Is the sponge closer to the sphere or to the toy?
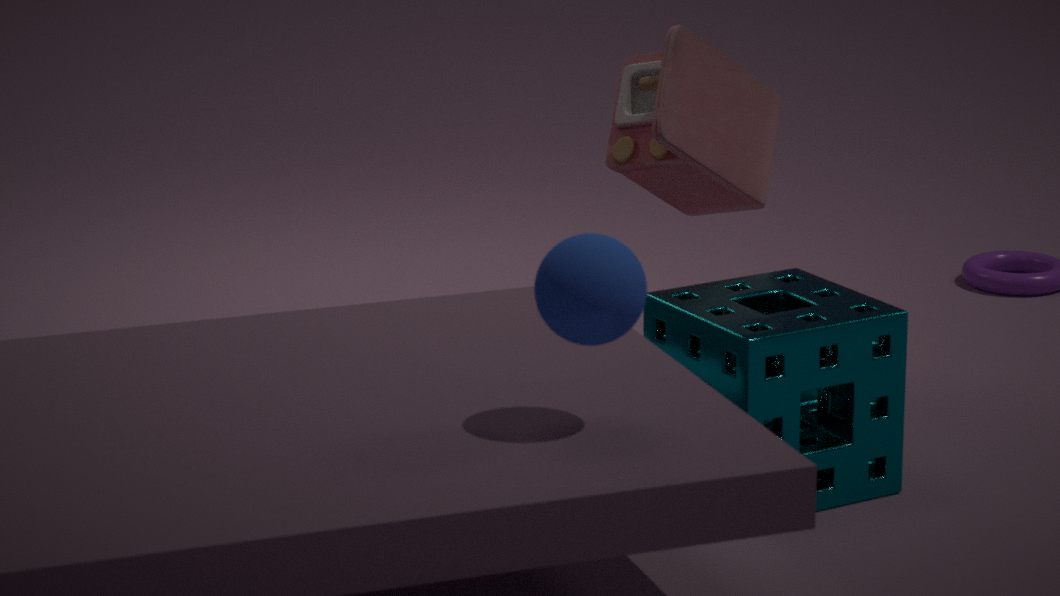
the toy
